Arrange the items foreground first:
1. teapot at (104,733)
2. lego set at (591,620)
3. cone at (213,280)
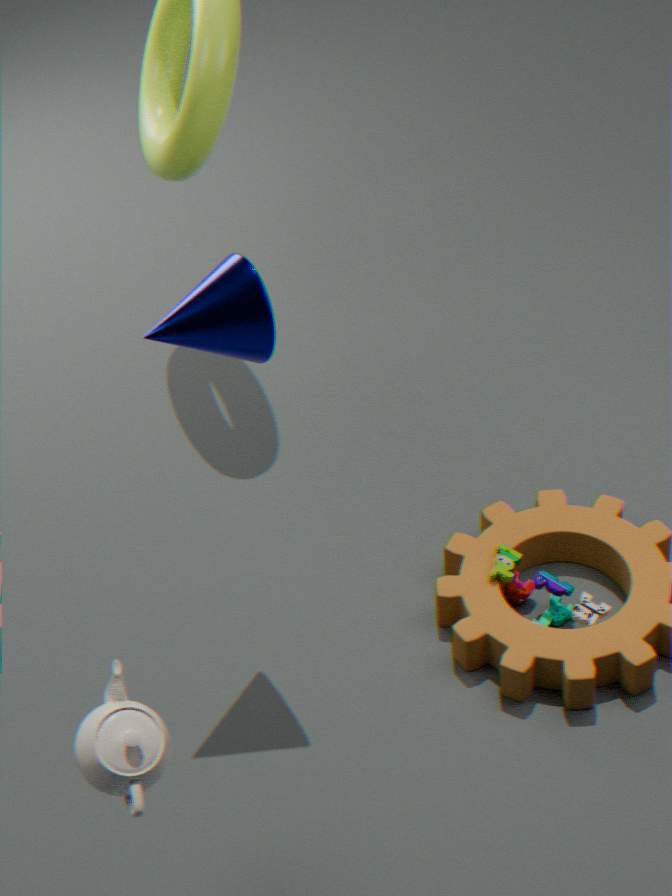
1. teapot at (104,733)
2. cone at (213,280)
3. lego set at (591,620)
